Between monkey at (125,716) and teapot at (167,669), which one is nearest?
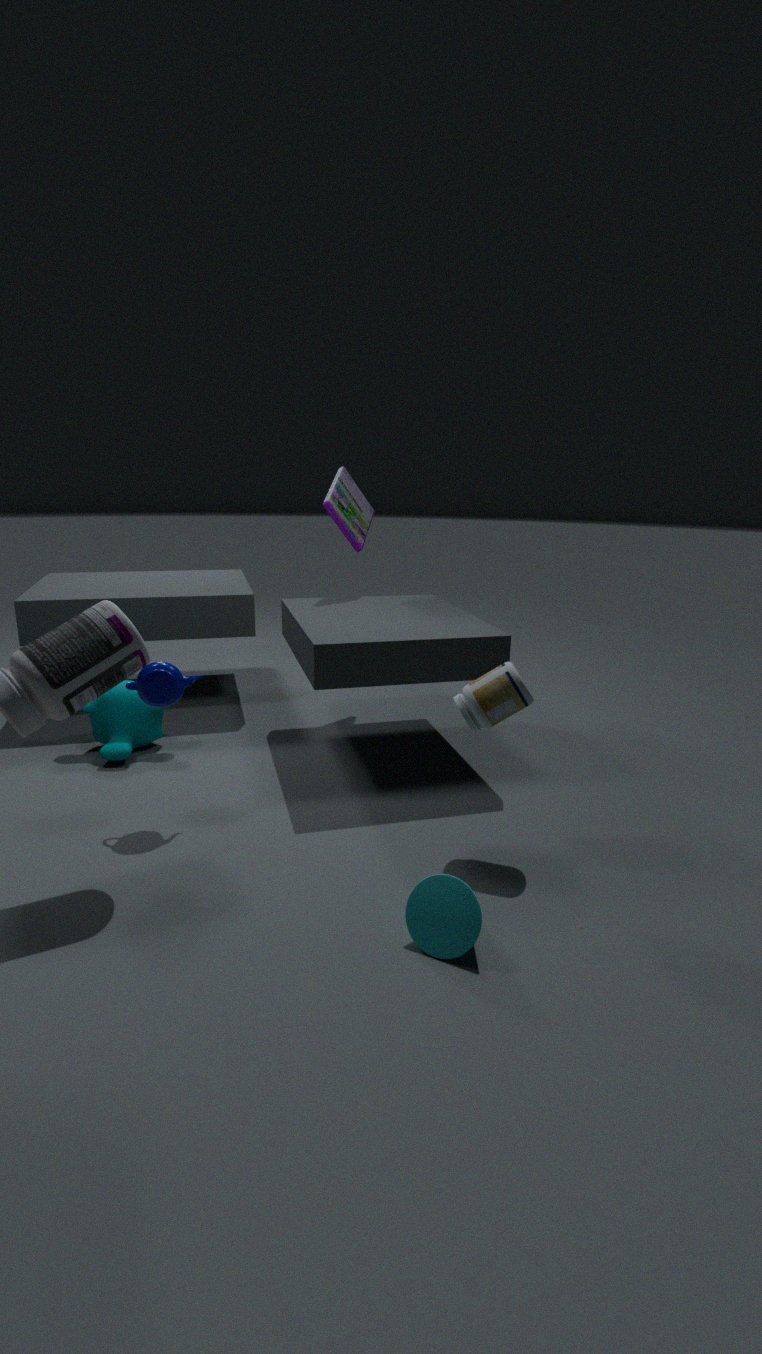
teapot at (167,669)
